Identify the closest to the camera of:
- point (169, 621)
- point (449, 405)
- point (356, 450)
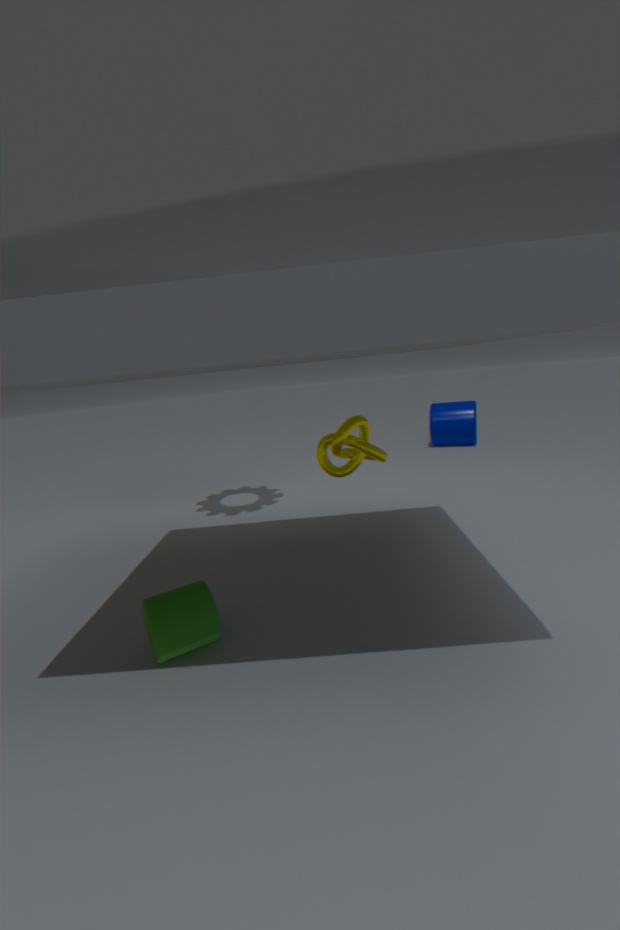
point (169, 621)
